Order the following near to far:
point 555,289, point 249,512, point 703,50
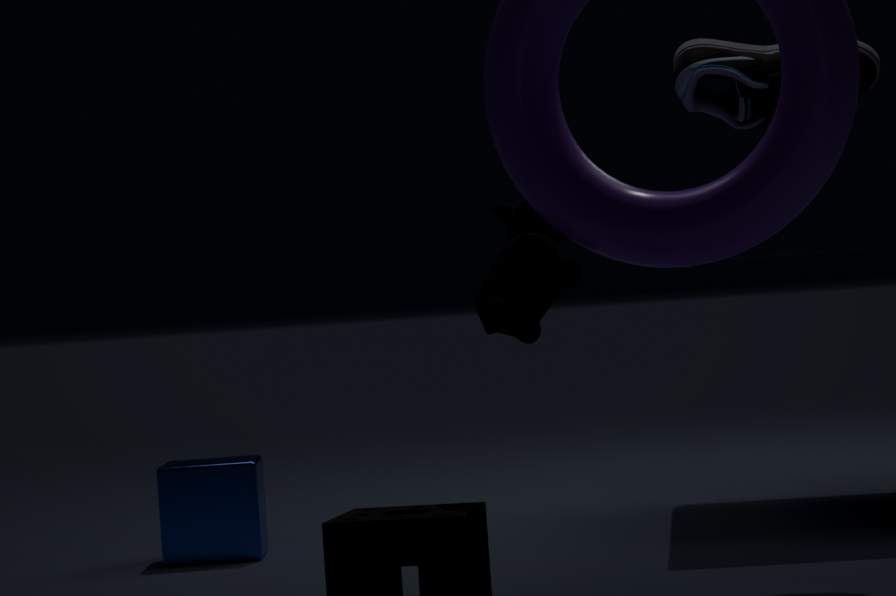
point 555,289
point 703,50
point 249,512
